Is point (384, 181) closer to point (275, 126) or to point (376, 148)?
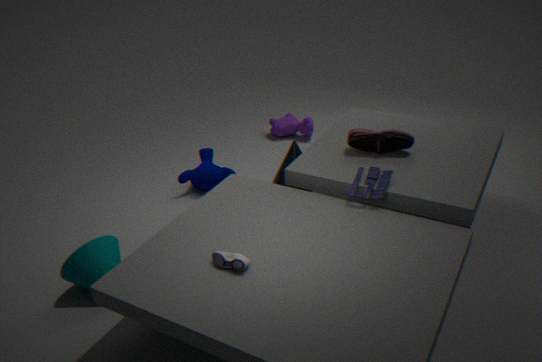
point (376, 148)
